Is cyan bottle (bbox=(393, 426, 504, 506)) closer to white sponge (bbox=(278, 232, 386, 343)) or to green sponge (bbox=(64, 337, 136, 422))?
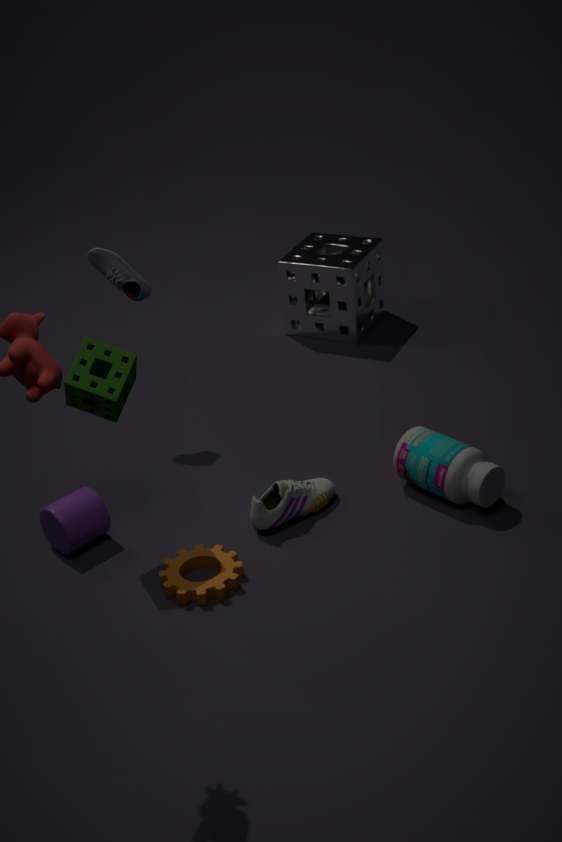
green sponge (bbox=(64, 337, 136, 422))
